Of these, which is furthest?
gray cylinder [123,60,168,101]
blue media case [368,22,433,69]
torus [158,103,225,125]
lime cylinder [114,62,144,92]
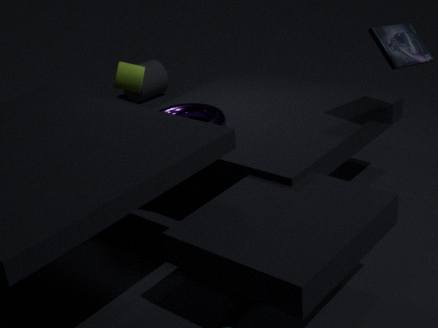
gray cylinder [123,60,168,101]
